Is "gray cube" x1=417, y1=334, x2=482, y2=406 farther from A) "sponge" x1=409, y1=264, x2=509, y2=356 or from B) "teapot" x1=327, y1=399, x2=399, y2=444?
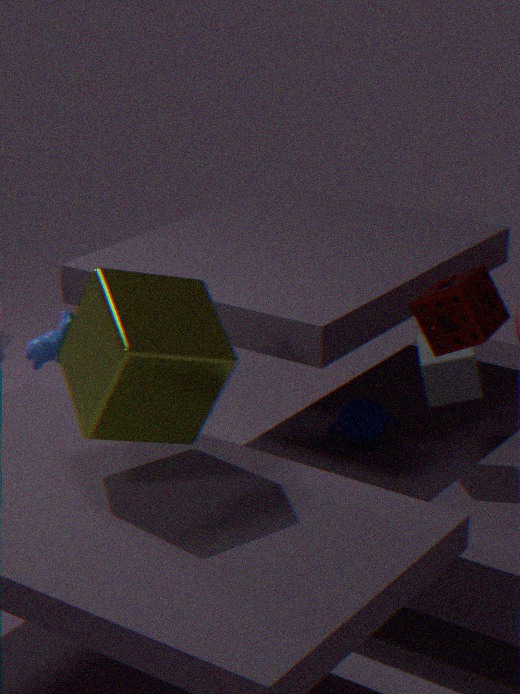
A) "sponge" x1=409, y1=264, x2=509, y2=356
